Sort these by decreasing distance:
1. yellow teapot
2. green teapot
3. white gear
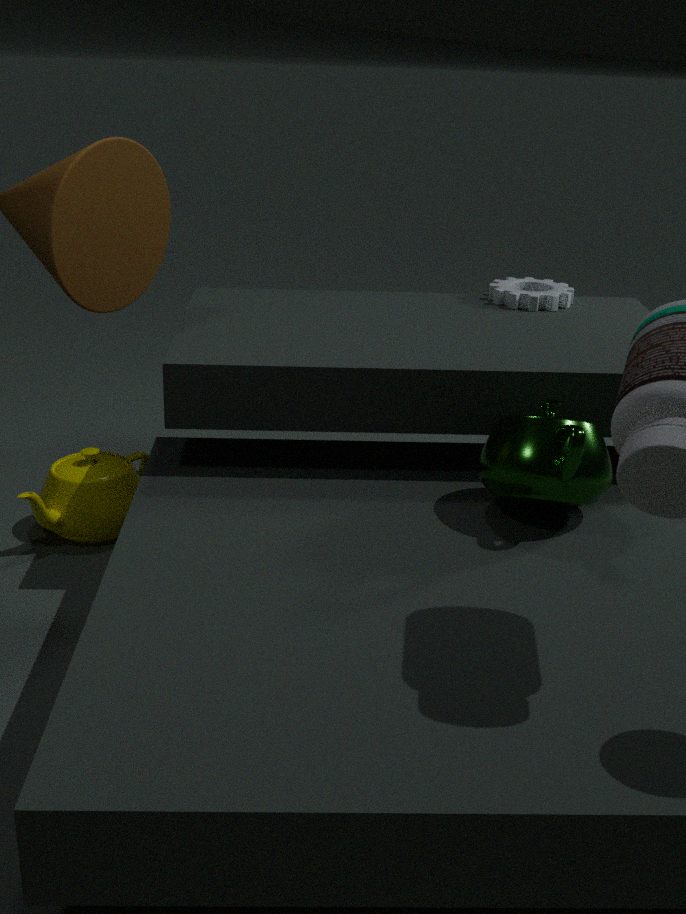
1. white gear
2. yellow teapot
3. green teapot
